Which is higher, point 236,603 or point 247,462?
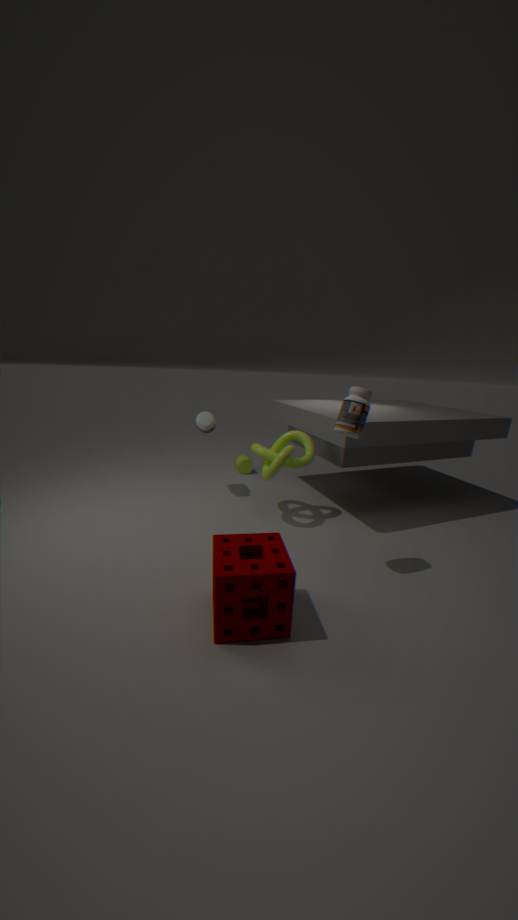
point 236,603
